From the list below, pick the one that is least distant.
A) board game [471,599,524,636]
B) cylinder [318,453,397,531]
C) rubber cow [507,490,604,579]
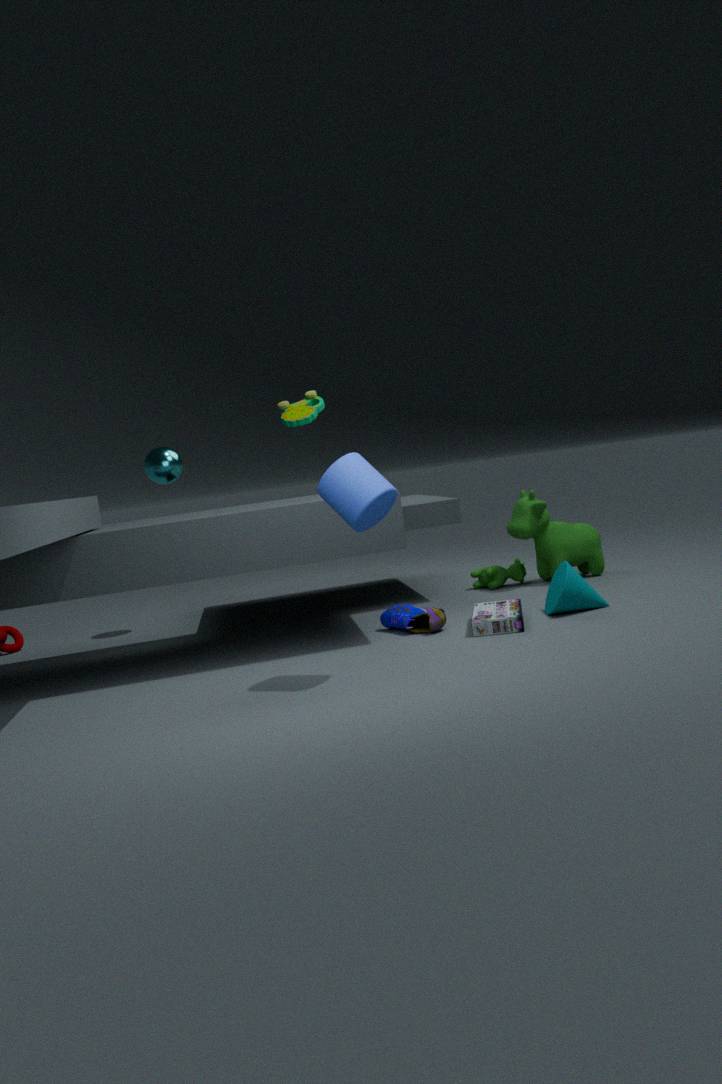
cylinder [318,453,397,531]
